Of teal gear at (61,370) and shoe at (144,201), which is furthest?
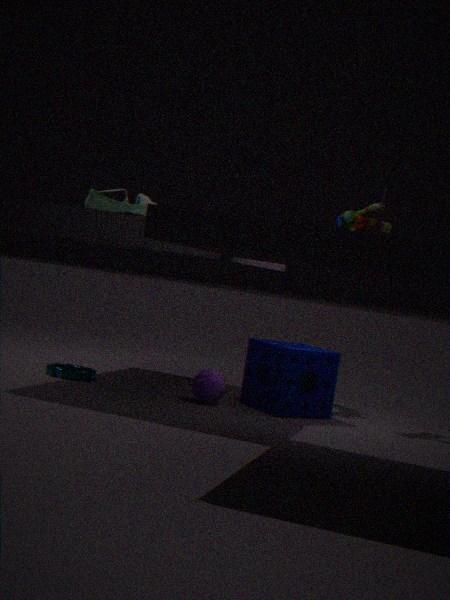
teal gear at (61,370)
